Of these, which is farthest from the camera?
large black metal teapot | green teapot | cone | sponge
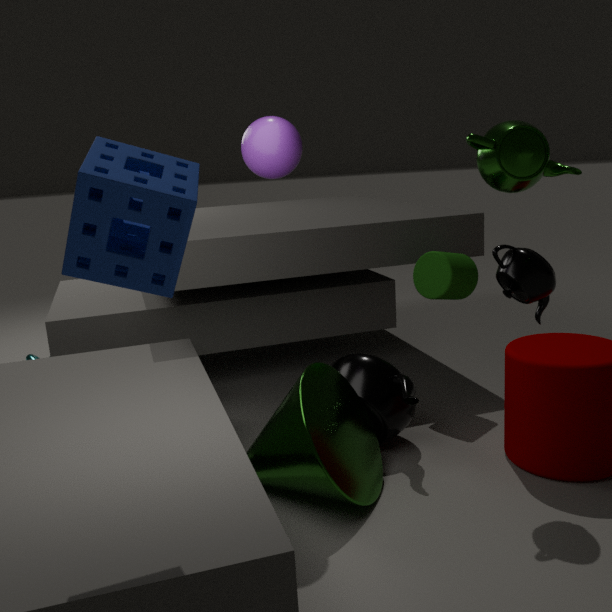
large black metal teapot
